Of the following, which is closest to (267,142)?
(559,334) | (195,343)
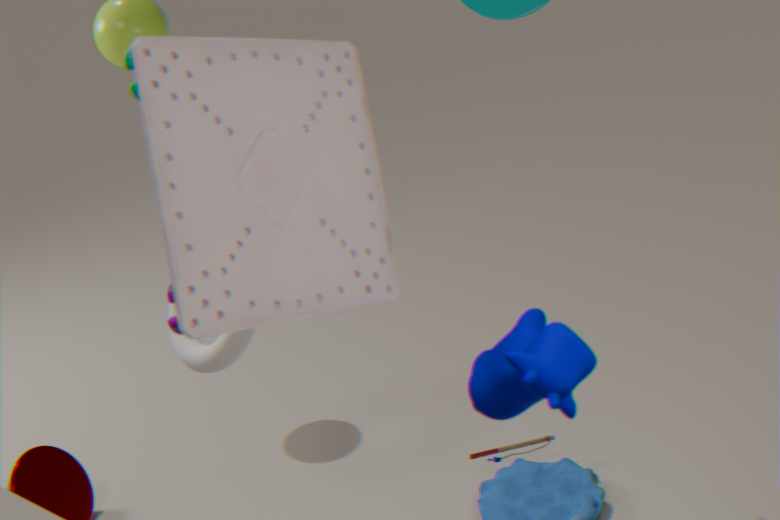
(559,334)
